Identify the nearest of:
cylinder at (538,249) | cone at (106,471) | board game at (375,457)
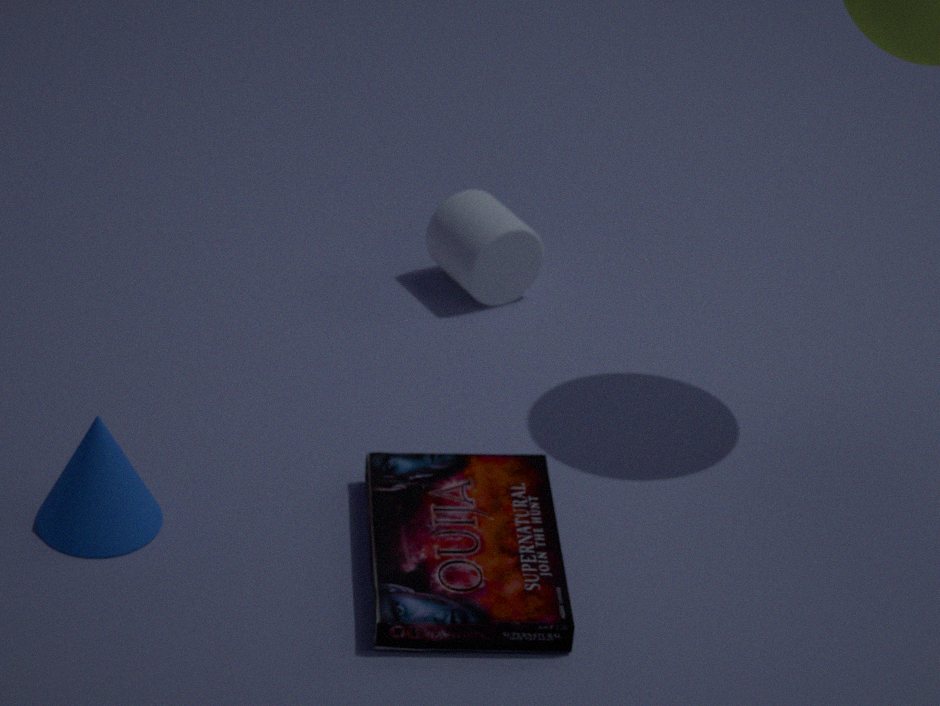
board game at (375,457)
